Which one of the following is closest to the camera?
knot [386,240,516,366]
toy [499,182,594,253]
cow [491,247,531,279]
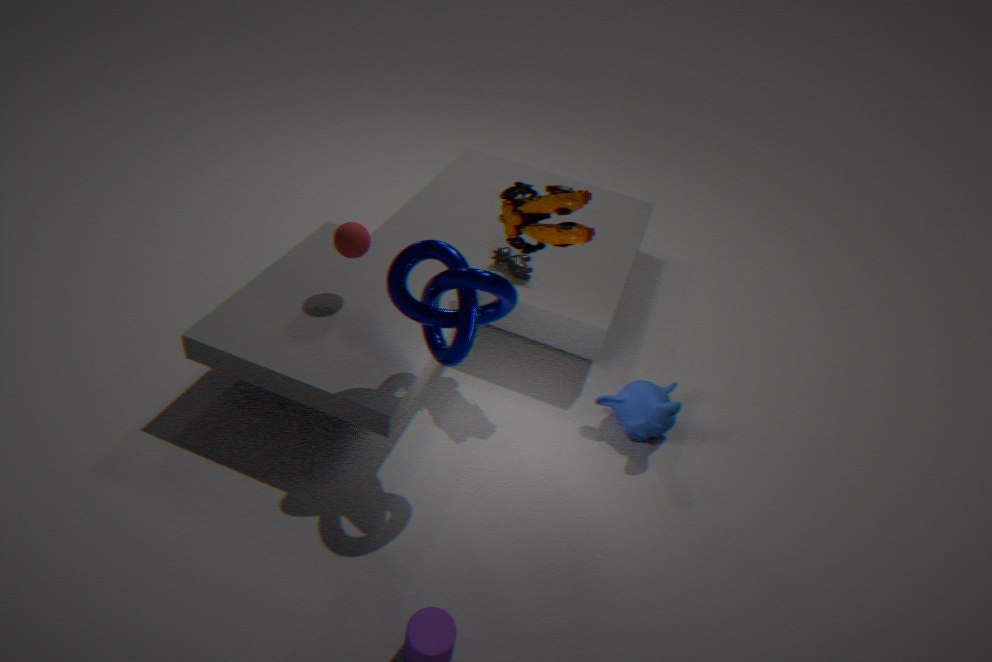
knot [386,240,516,366]
